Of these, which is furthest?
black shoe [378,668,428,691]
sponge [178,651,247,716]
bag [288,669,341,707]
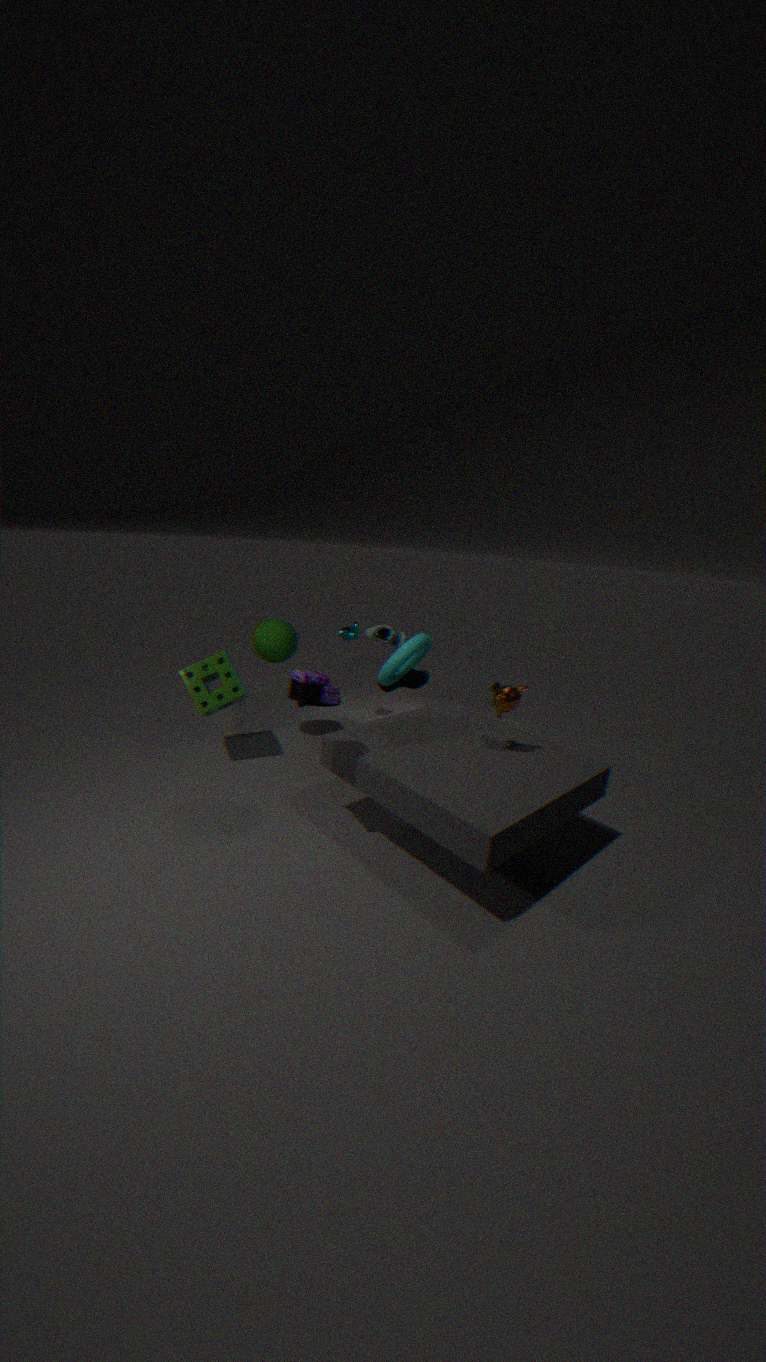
black shoe [378,668,428,691]
